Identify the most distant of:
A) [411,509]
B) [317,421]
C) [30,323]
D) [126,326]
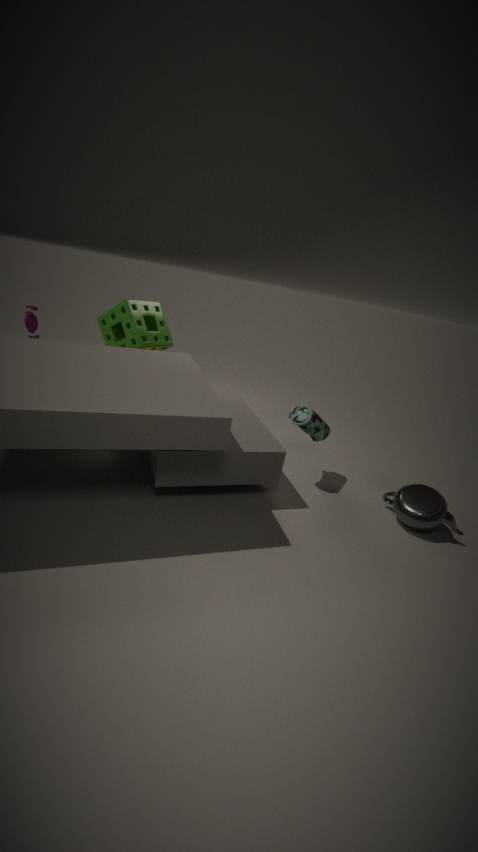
[30,323]
